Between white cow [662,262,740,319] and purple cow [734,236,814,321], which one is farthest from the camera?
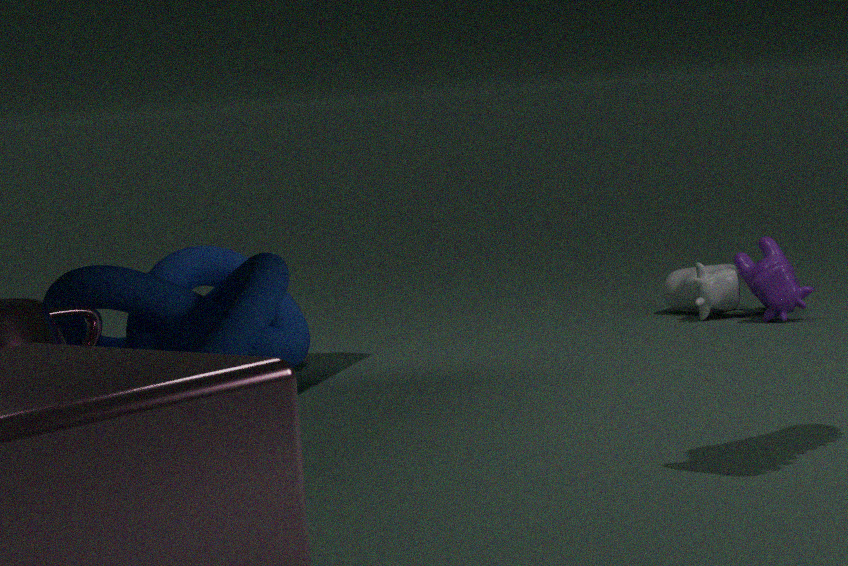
white cow [662,262,740,319]
